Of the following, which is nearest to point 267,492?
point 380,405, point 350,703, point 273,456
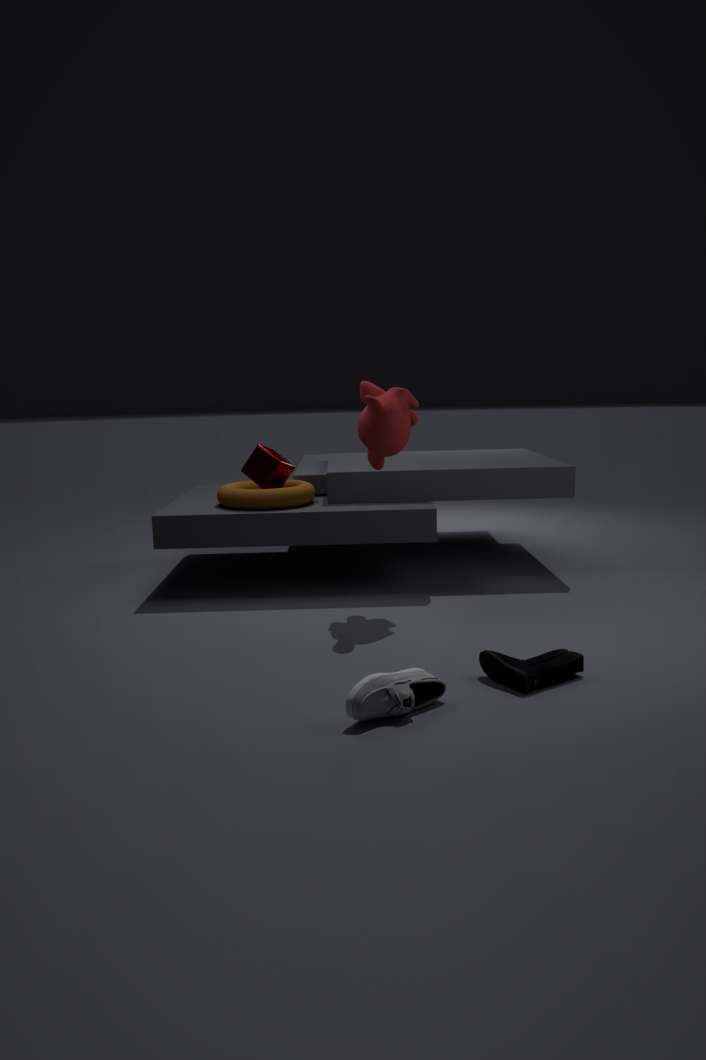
point 273,456
